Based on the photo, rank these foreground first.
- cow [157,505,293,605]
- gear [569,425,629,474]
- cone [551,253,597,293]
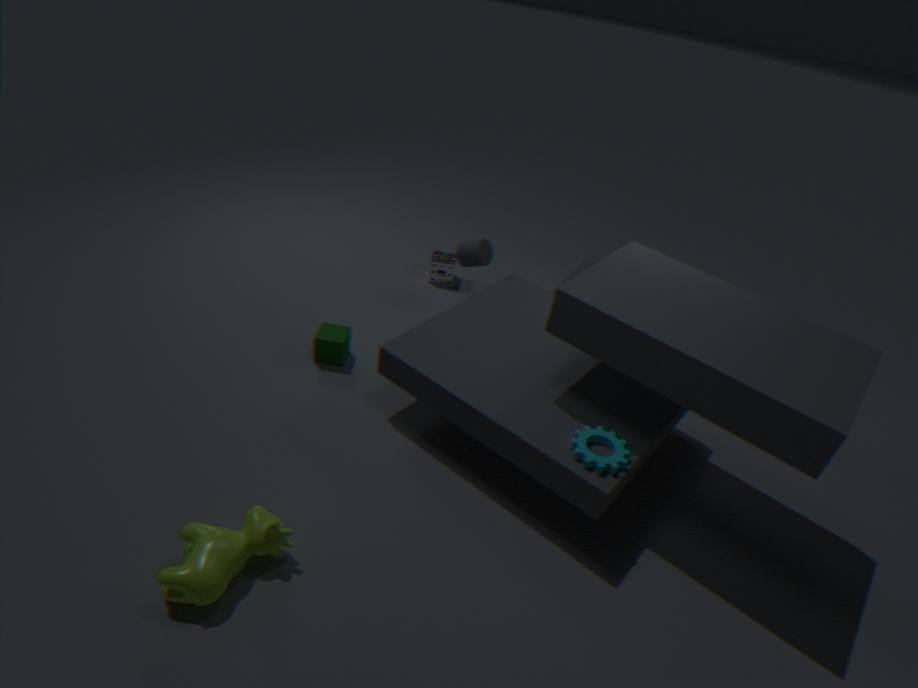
cow [157,505,293,605]
gear [569,425,629,474]
cone [551,253,597,293]
